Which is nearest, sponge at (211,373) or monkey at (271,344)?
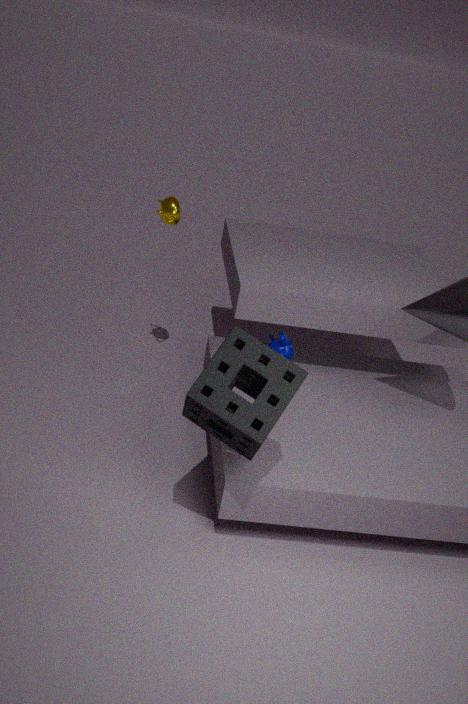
sponge at (211,373)
